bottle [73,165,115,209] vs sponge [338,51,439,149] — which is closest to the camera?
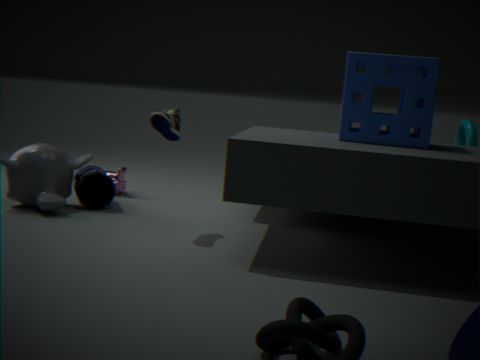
sponge [338,51,439,149]
